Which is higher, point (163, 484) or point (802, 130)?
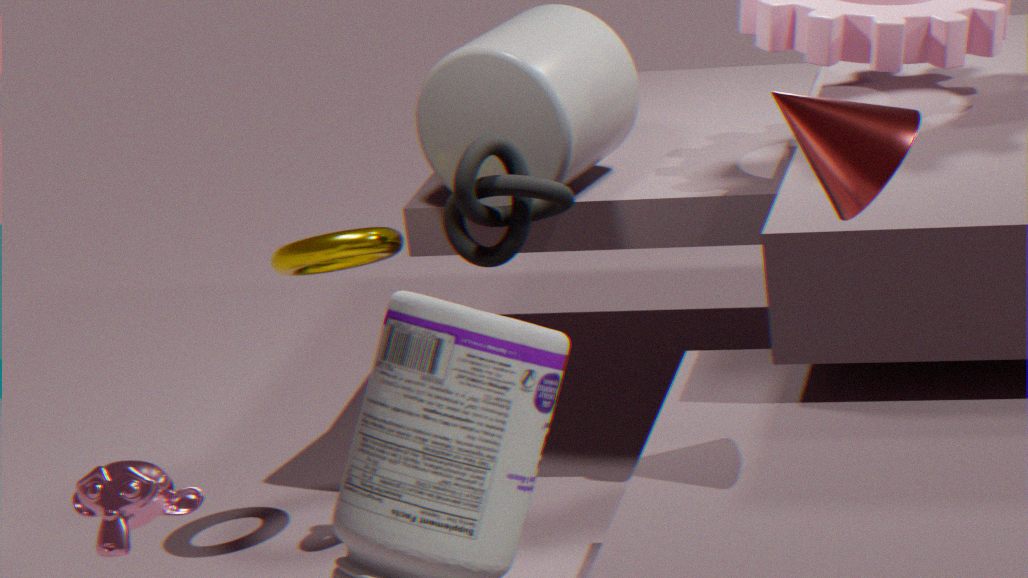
point (802, 130)
